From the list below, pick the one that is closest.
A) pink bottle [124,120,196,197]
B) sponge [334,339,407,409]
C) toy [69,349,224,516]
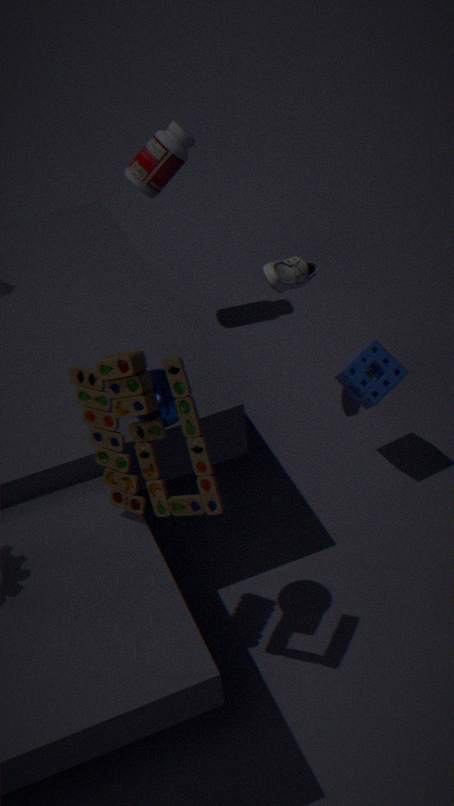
toy [69,349,224,516]
